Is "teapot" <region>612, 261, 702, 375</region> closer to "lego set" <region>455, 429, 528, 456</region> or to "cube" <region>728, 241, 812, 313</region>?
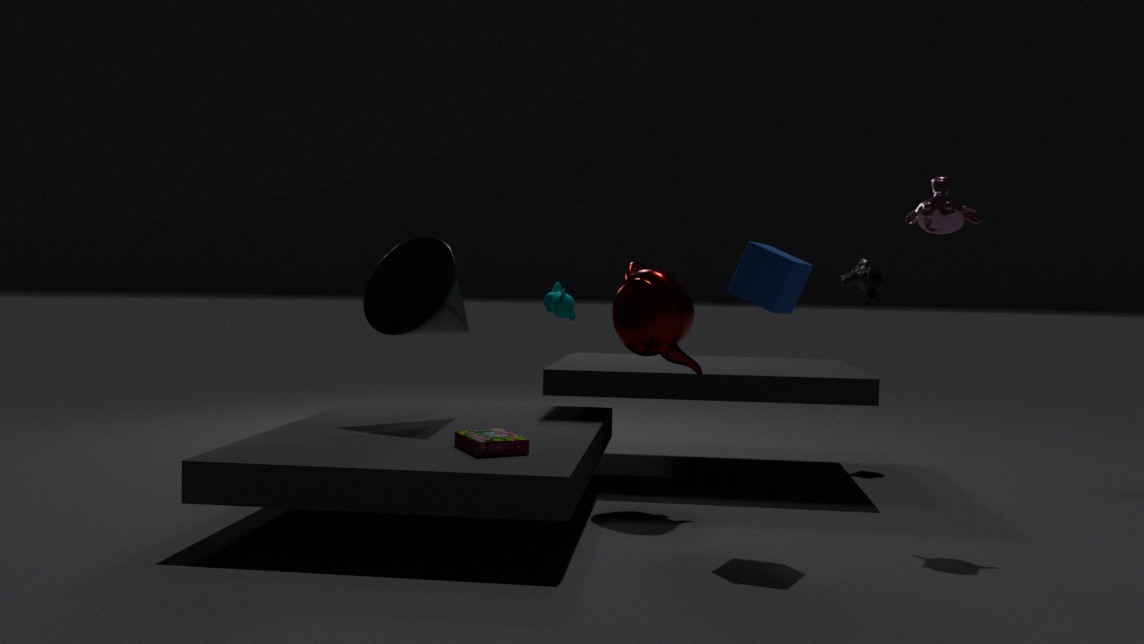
"cube" <region>728, 241, 812, 313</region>
